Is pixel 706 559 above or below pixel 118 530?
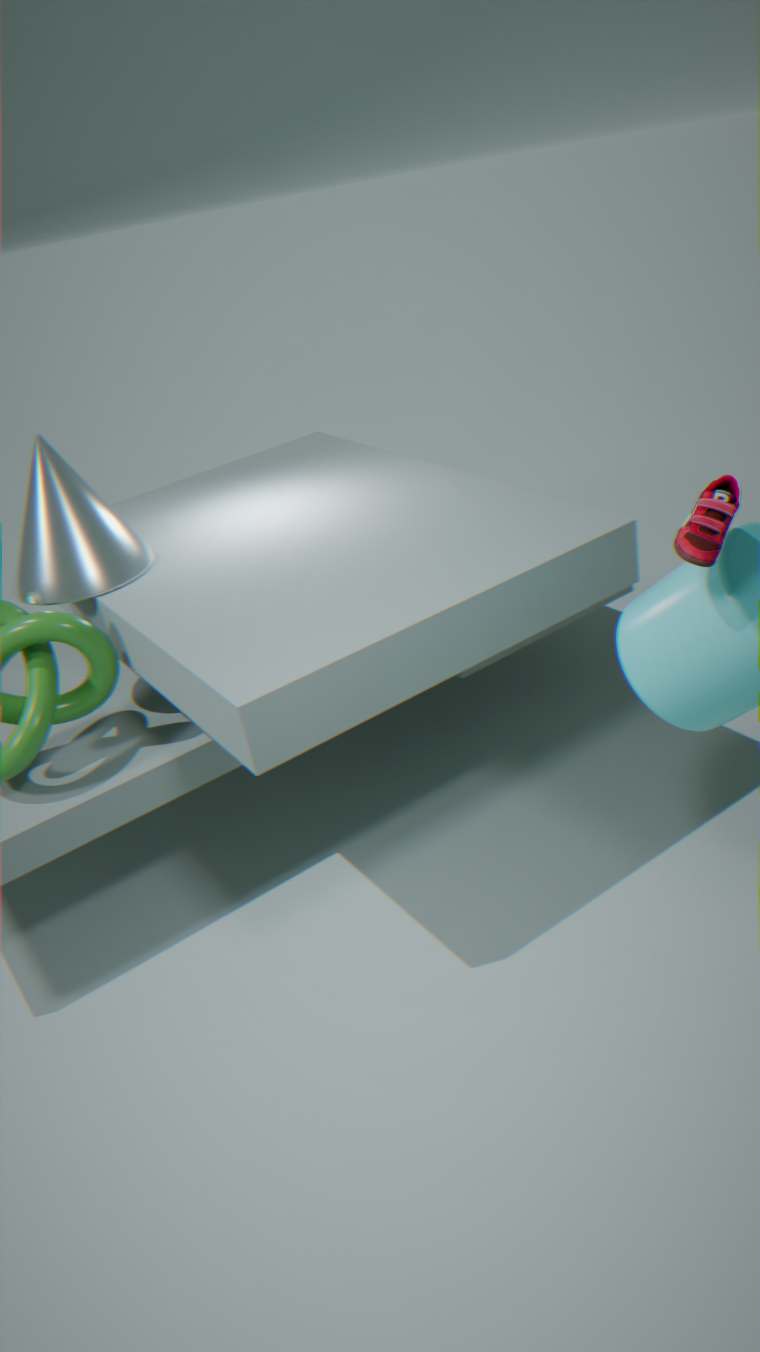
above
